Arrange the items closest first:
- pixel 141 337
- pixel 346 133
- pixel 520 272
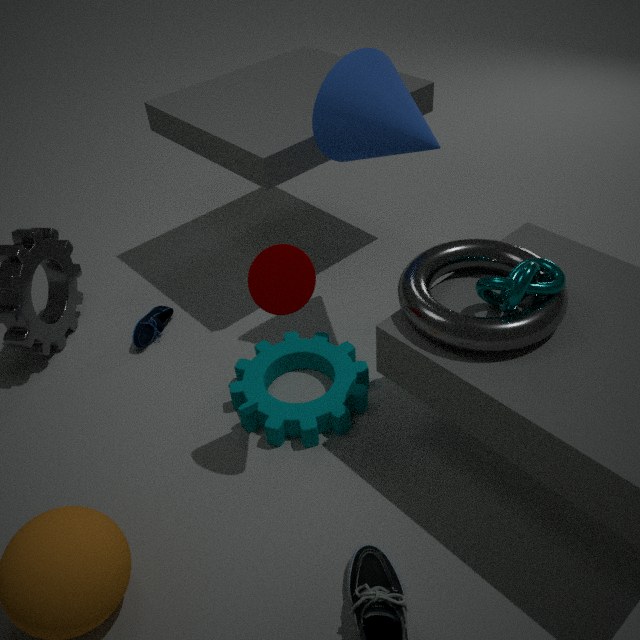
pixel 520 272 < pixel 346 133 < pixel 141 337
